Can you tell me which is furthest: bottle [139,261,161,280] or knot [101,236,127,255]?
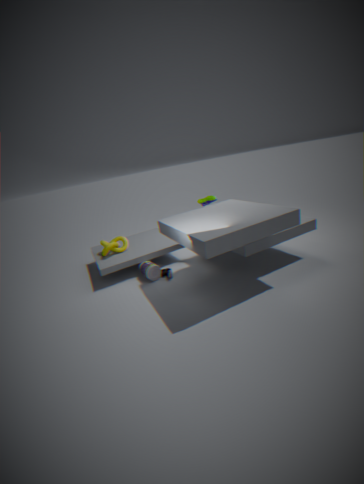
knot [101,236,127,255]
